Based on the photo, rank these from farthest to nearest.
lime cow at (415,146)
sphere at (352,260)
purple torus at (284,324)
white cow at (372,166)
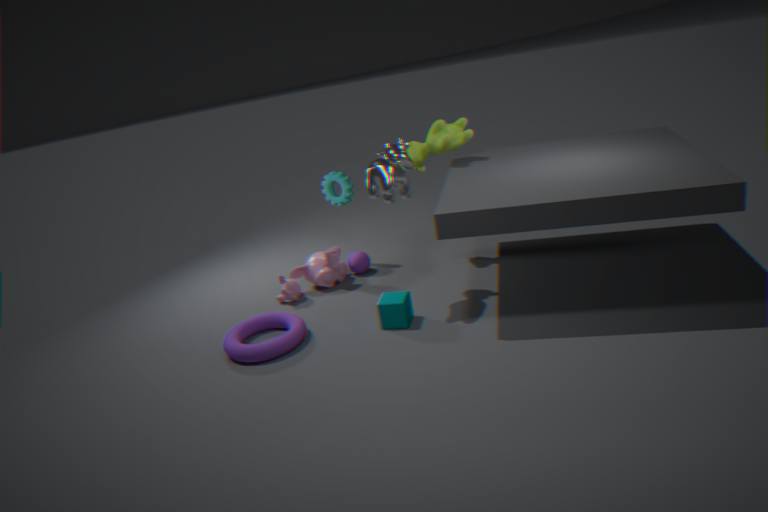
sphere at (352,260) < lime cow at (415,146) < purple torus at (284,324) < white cow at (372,166)
